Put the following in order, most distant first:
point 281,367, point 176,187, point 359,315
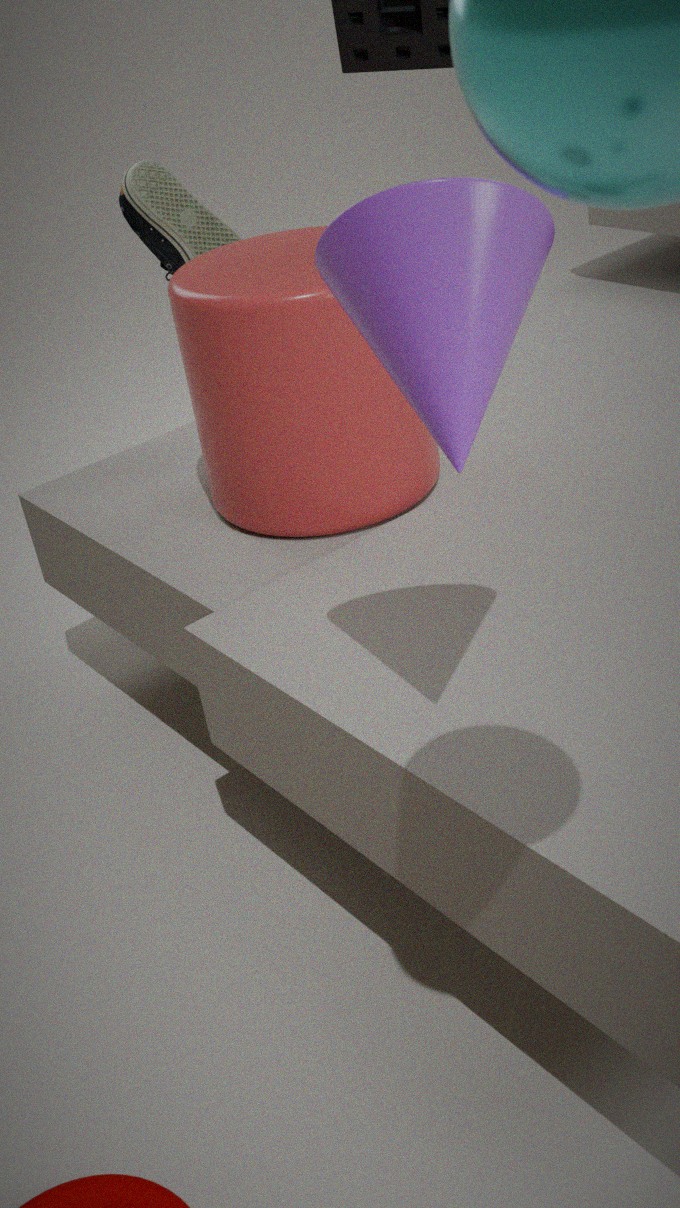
point 176,187 < point 281,367 < point 359,315
